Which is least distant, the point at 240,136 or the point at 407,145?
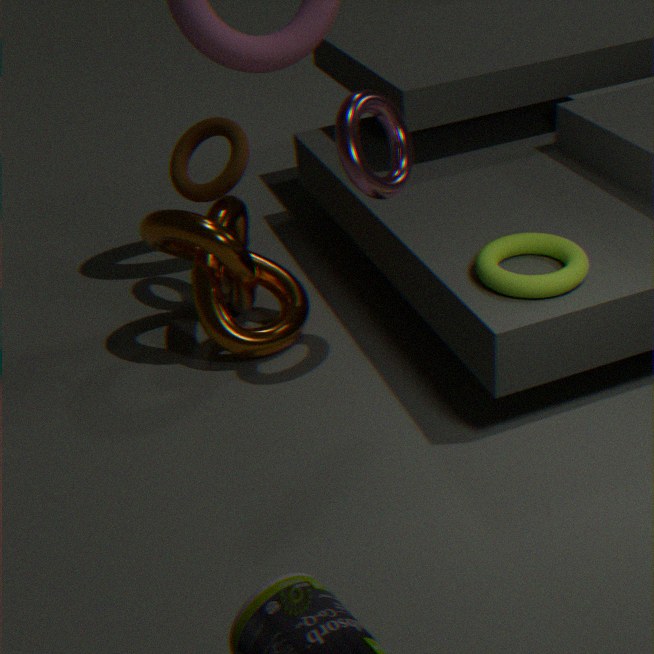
the point at 407,145
